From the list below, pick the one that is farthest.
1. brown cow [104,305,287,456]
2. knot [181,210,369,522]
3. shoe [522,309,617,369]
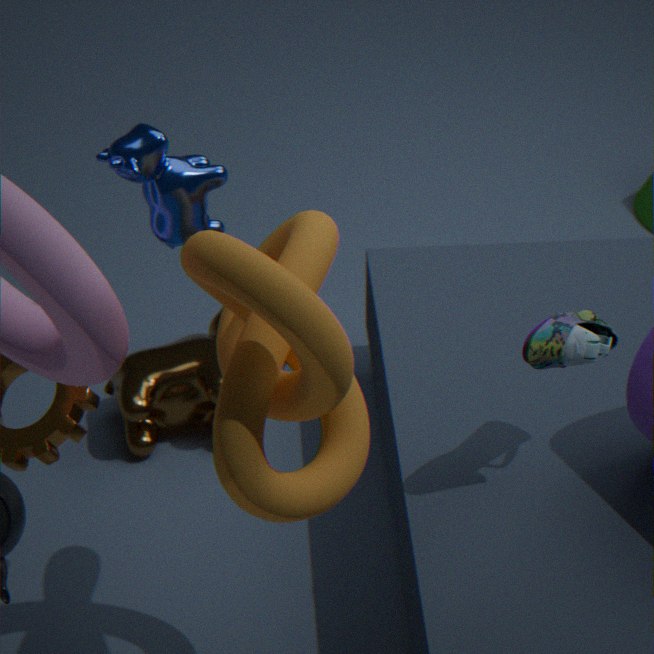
brown cow [104,305,287,456]
